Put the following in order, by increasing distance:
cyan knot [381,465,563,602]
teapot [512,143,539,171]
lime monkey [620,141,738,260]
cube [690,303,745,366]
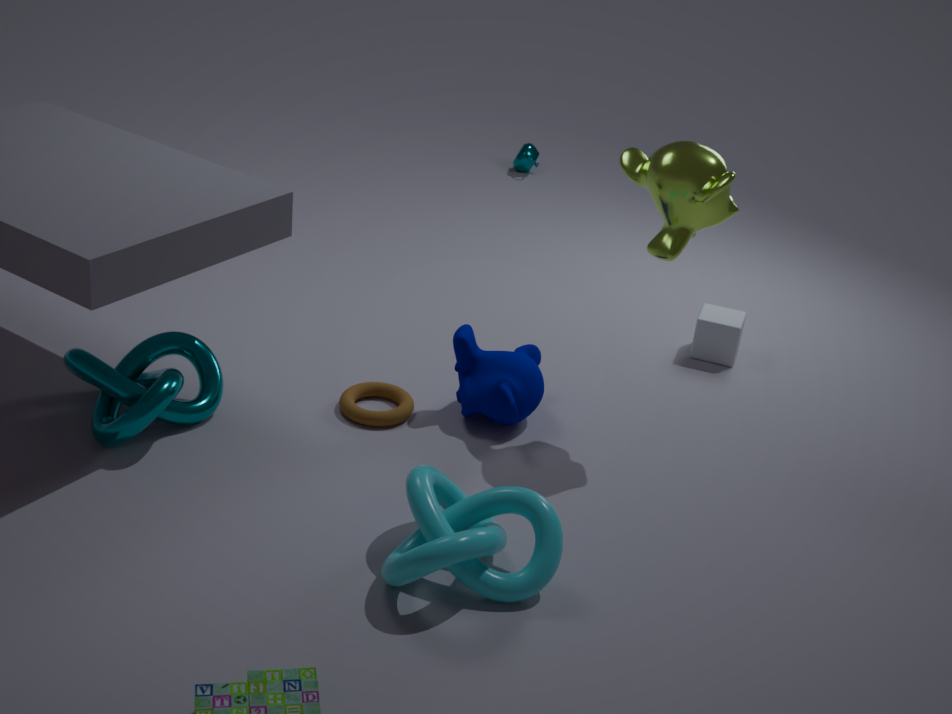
cyan knot [381,465,563,602] → lime monkey [620,141,738,260] → cube [690,303,745,366] → teapot [512,143,539,171]
